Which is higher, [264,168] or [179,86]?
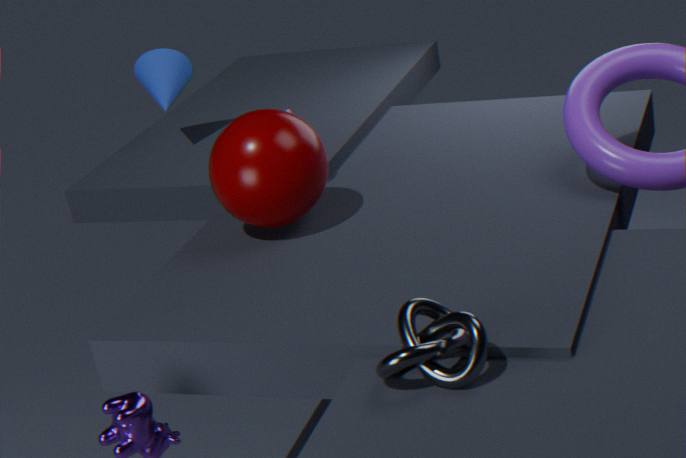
[179,86]
